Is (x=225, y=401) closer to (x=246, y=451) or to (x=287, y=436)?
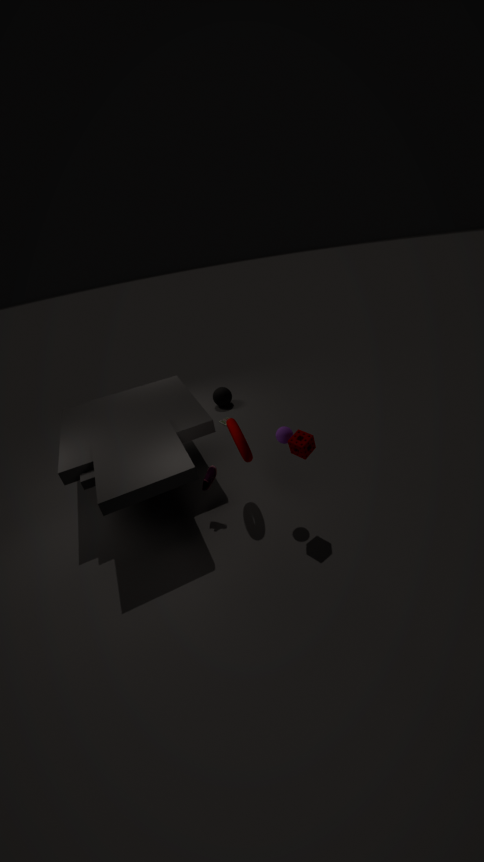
(x=246, y=451)
